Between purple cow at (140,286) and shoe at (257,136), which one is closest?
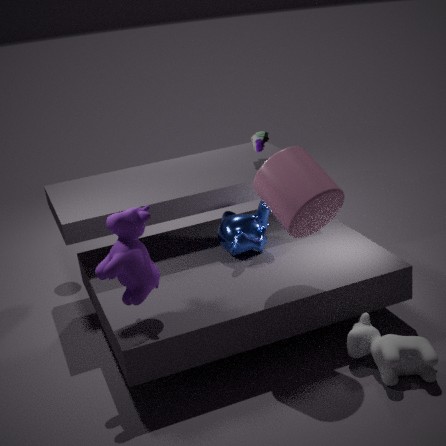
purple cow at (140,286)
